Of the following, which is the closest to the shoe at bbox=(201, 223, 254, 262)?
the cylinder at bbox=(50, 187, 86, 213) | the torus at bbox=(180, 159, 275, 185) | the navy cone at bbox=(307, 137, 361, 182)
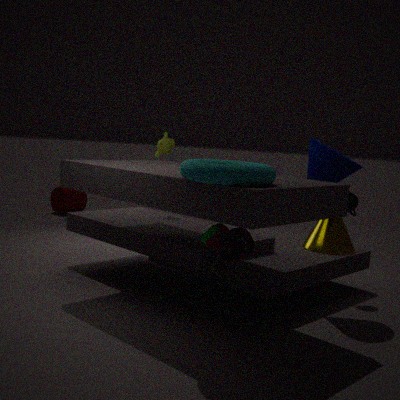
the torus at bbox=(180, 159, 275, 185)
